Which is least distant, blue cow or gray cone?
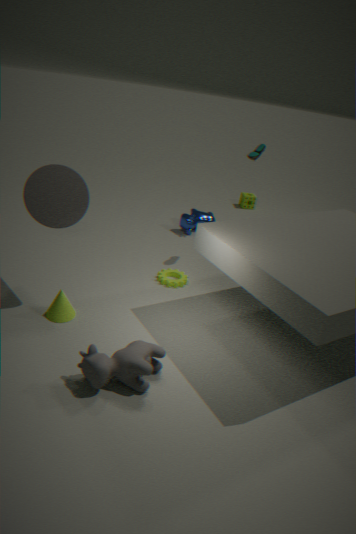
gray cone
